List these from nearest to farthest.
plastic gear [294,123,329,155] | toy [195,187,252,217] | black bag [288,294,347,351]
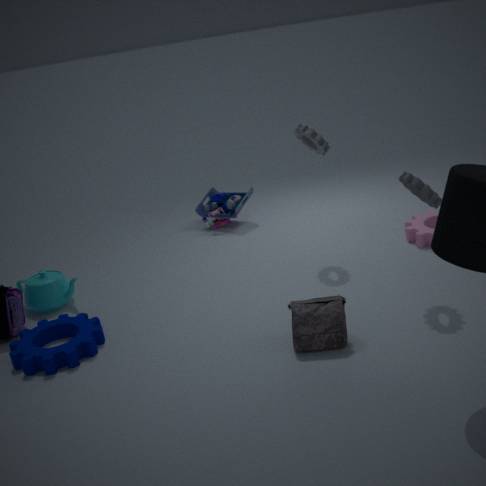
1. black bag [288,294,347,351]
2. plastic gear [294,123,329,155]
3. toy [195,187,252,217]
